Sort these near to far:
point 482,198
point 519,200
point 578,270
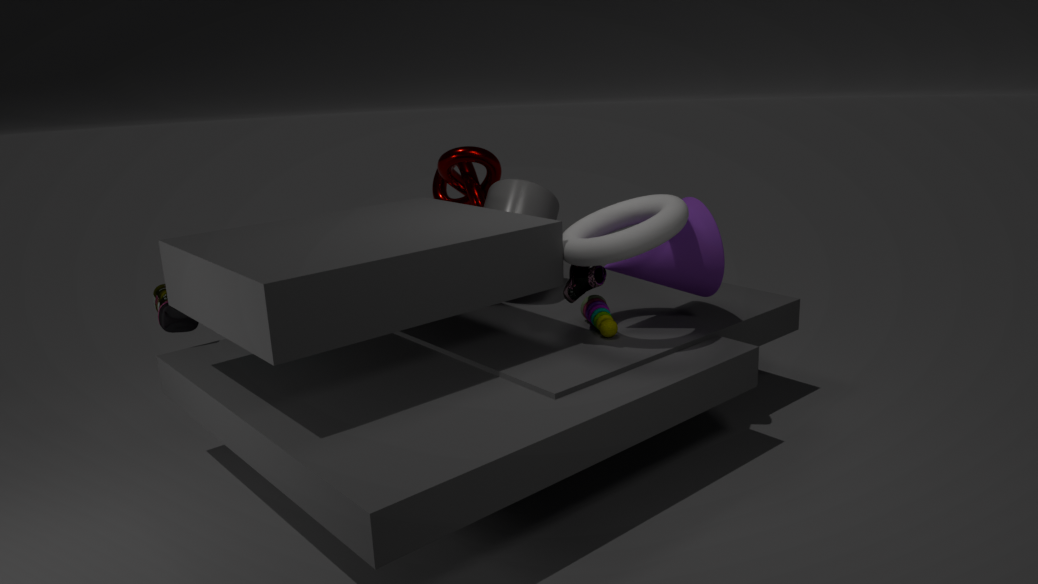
point 578,270
point 519,200
point 482,198
